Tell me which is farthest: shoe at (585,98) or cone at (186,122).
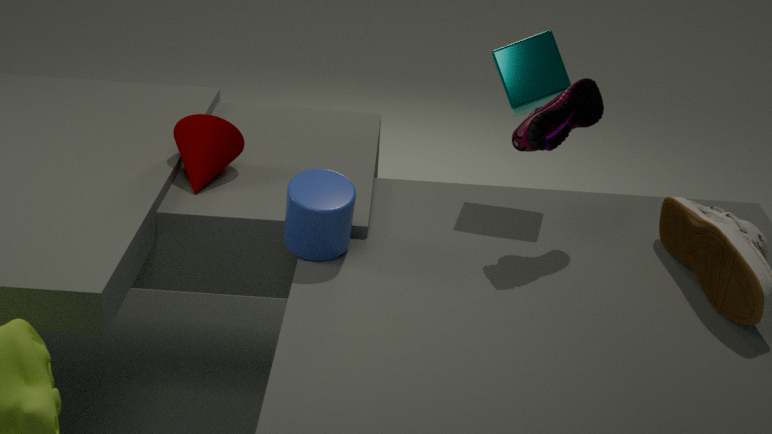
cone at (186,122)
